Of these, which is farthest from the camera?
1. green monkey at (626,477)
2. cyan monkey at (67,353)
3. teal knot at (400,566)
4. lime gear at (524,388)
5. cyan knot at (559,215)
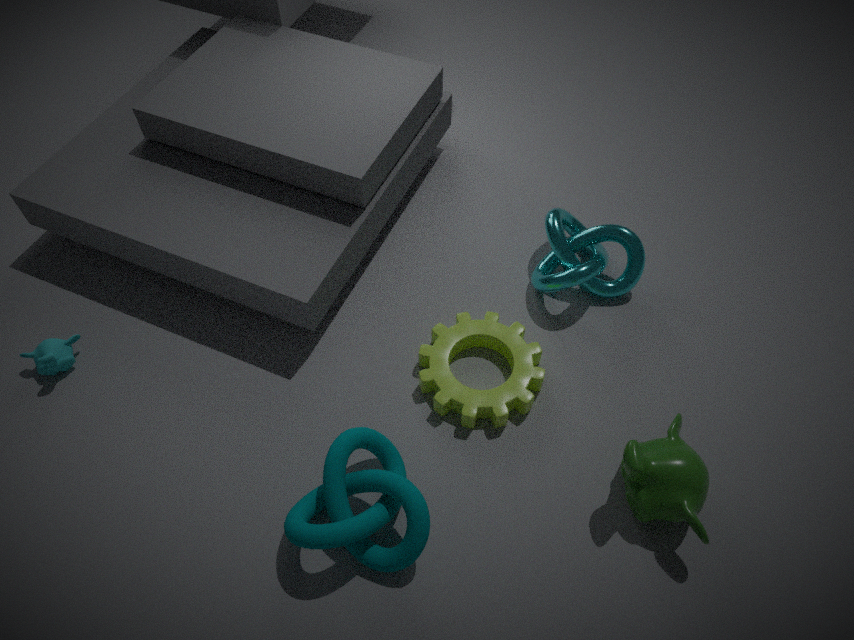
cyan knot at (559,215)
